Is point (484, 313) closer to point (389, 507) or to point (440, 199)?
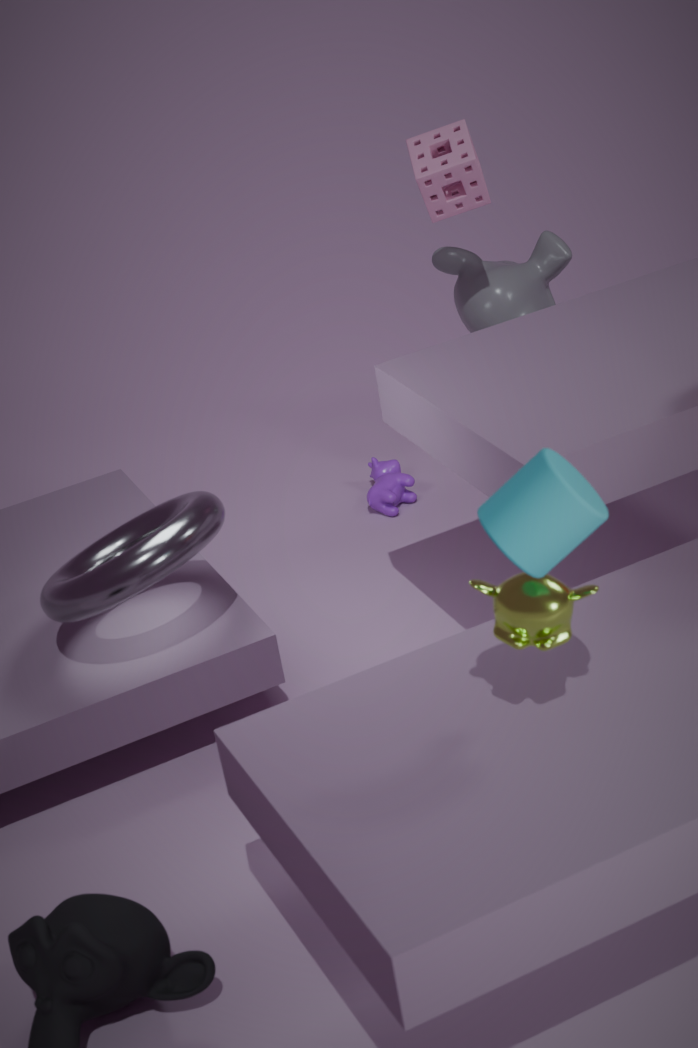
point (440, 199)
